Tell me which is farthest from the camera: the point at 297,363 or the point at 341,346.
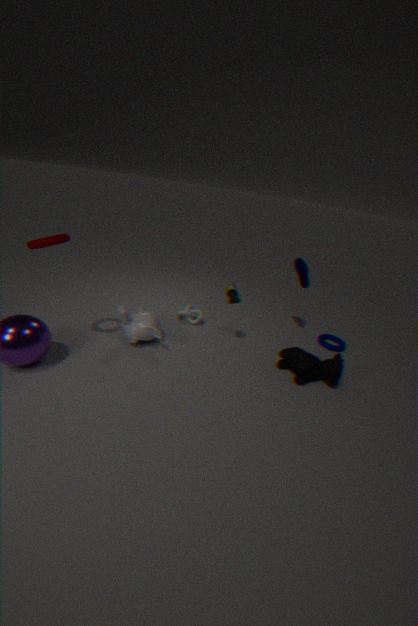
the point at 341,346
